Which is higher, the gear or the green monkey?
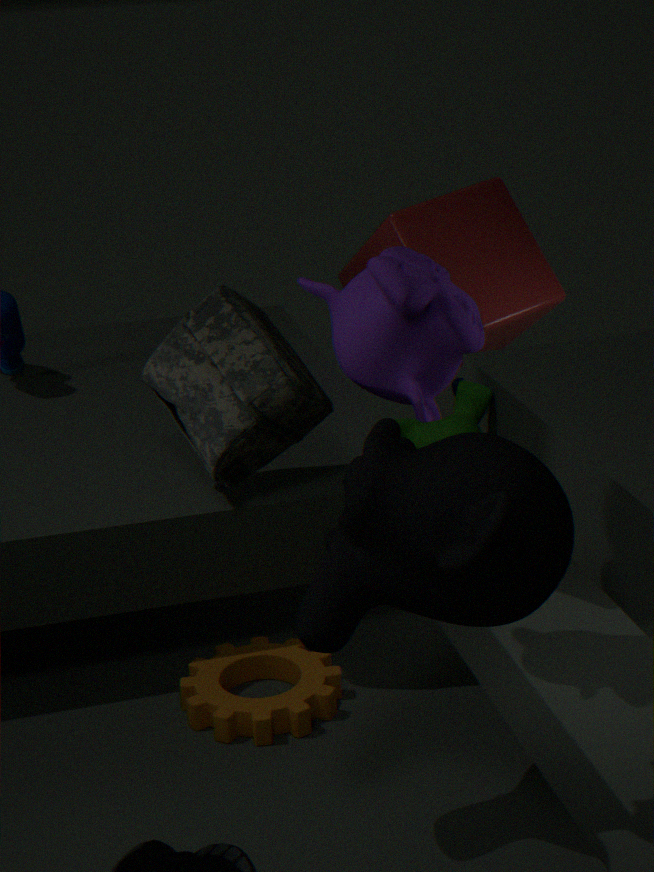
the green monkey
